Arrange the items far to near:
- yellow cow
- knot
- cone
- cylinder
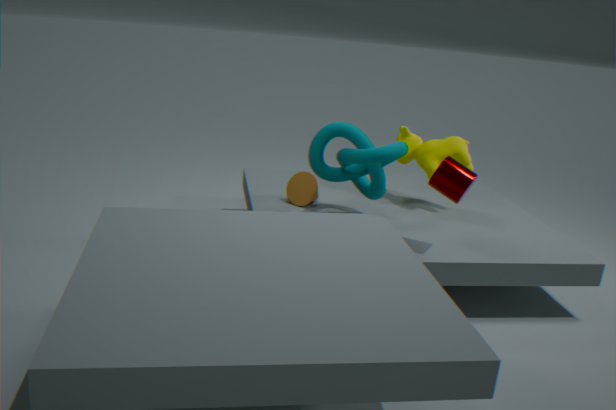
yellow cow < cone < knot < cylinder
